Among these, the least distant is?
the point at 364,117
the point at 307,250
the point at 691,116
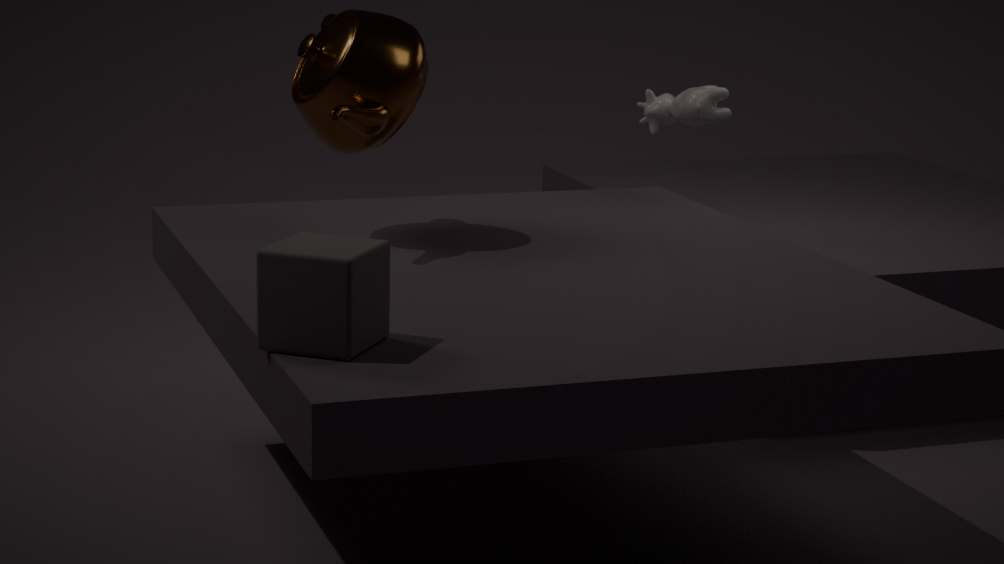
the point at 307,250
